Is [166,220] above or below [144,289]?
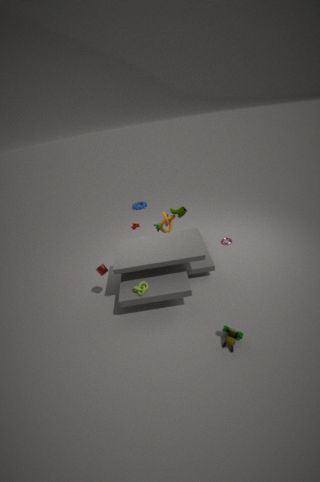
above
